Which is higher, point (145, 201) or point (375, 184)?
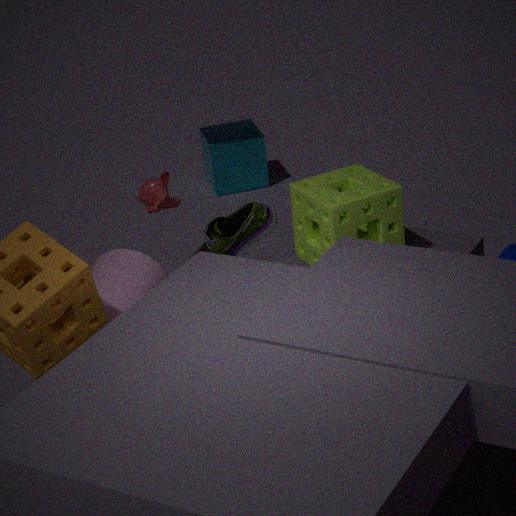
point (145, 201)
